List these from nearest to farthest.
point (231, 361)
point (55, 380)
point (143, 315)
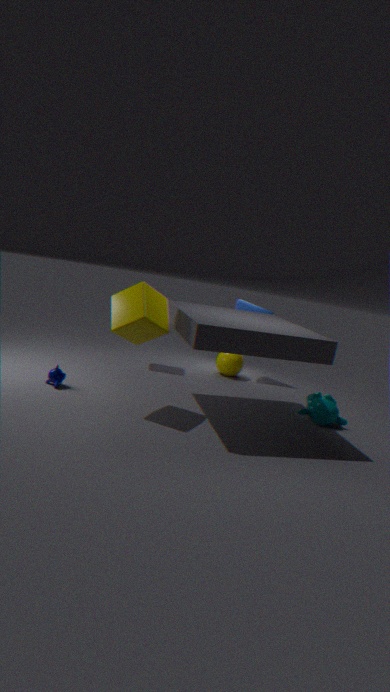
point (143, 315) → point (55, 380) → point (231, 361)
